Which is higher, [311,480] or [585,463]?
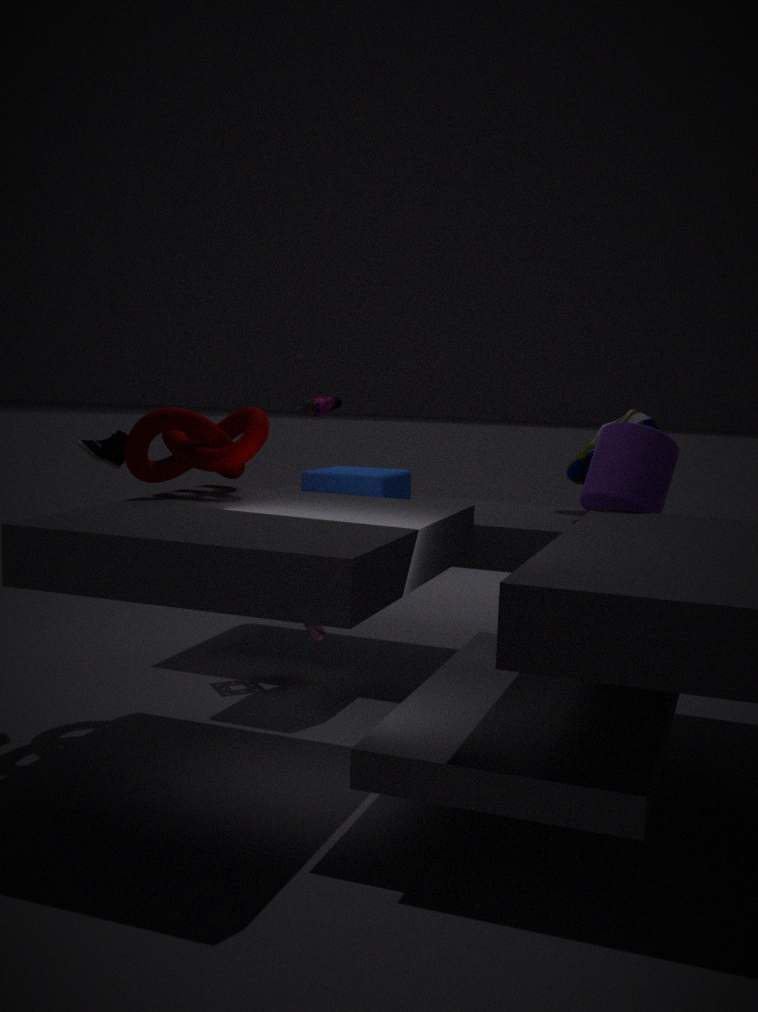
[585,463]
